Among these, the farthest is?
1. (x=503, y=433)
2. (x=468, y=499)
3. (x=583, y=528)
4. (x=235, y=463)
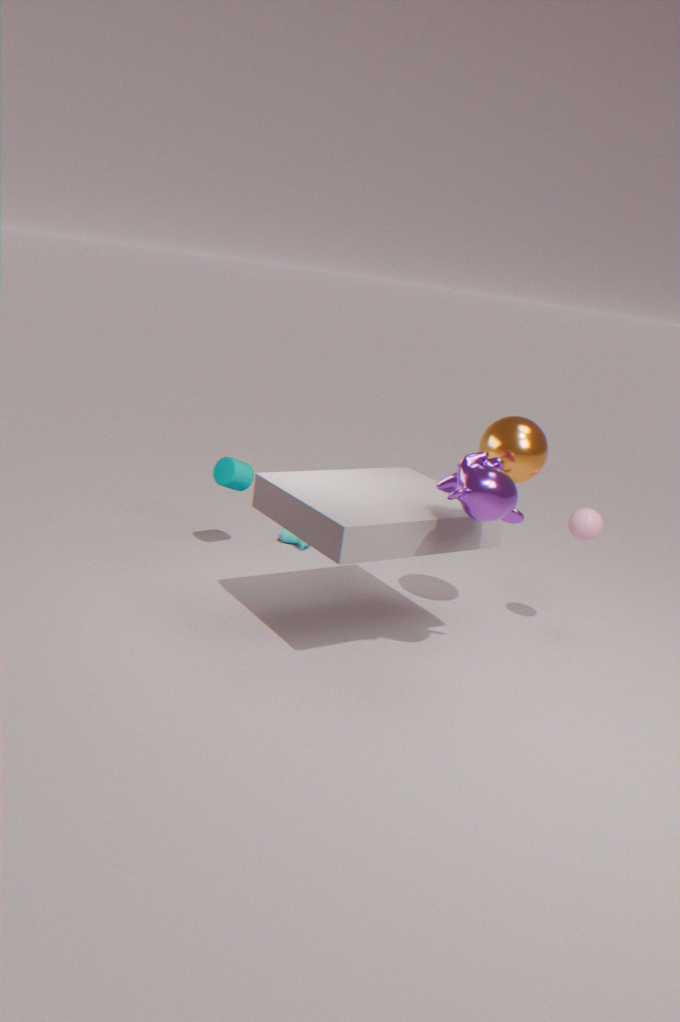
(x=235, y=463)
